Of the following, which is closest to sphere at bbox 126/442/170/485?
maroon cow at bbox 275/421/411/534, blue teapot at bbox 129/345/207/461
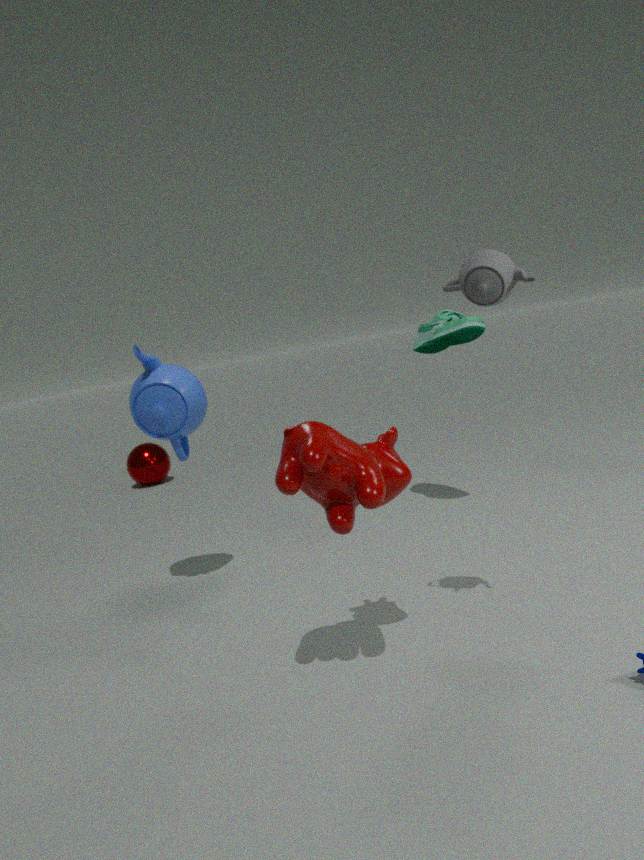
blue teapot at bbox 129/345/207/461
